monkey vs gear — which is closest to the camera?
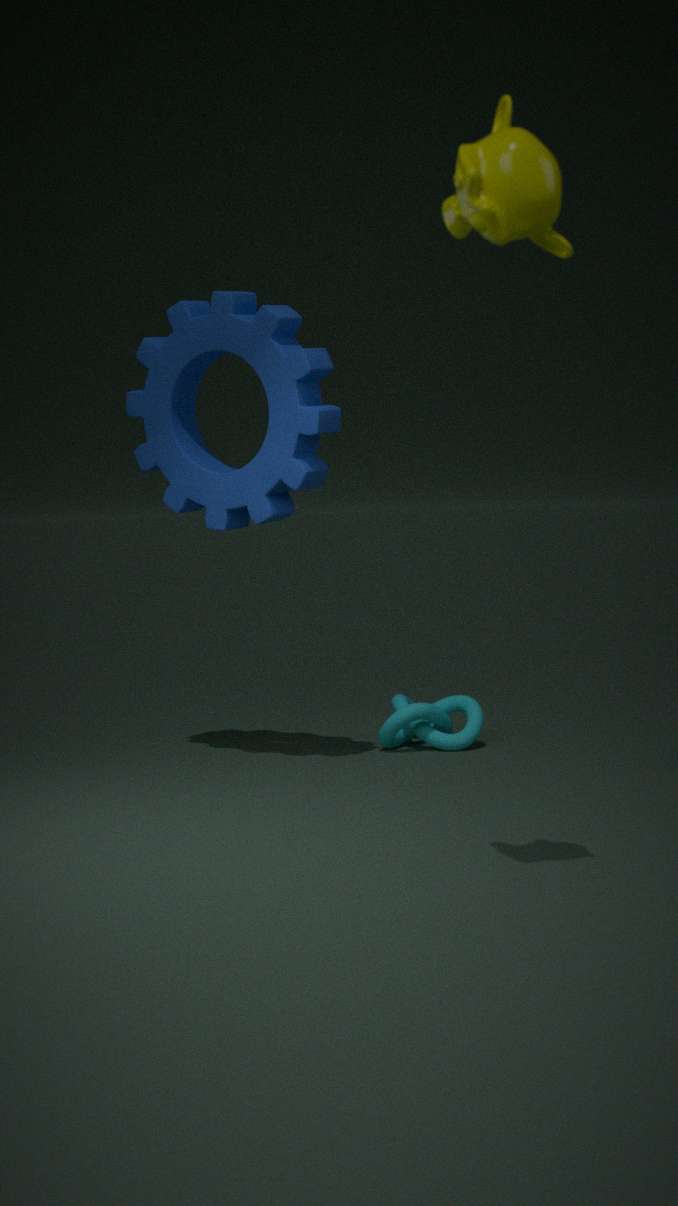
monkey
